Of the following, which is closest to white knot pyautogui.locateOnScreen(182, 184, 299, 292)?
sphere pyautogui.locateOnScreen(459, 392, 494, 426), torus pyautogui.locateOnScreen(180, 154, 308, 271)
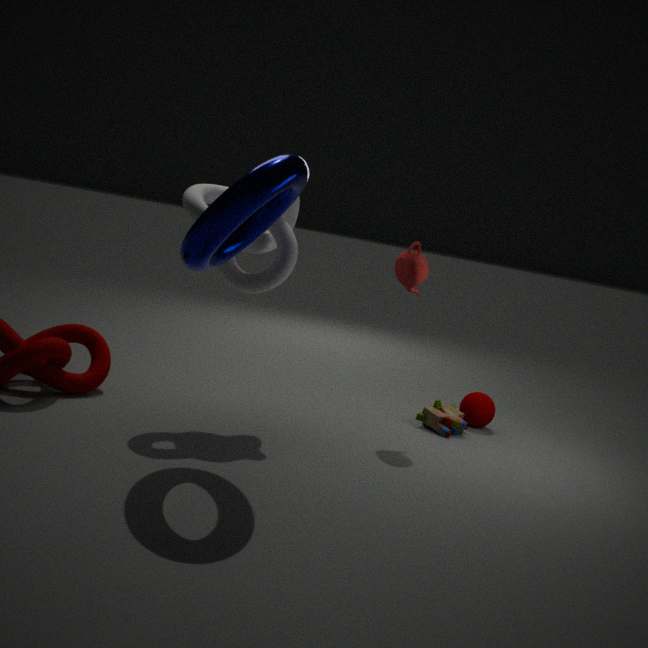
torus pyautogui.locateOnScreen(180, 154, 308, 271)
